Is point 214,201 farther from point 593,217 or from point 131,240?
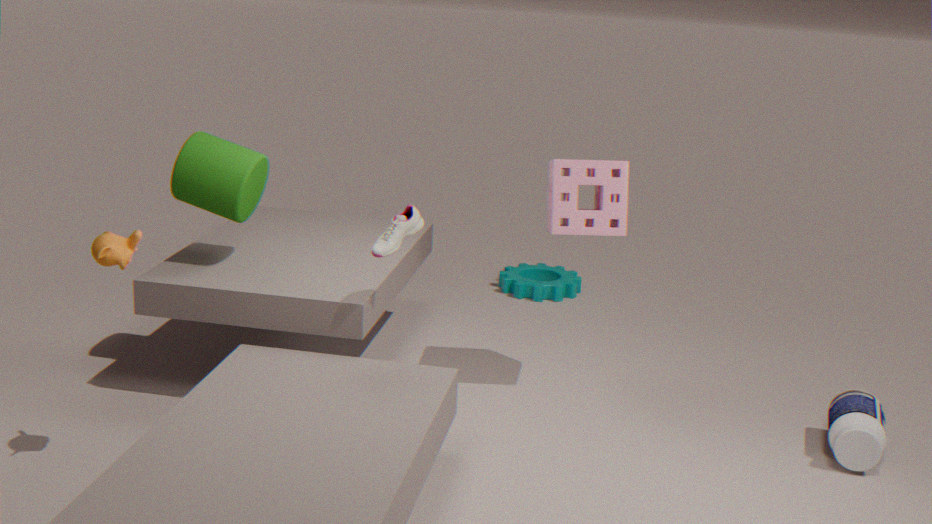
point 593,217
